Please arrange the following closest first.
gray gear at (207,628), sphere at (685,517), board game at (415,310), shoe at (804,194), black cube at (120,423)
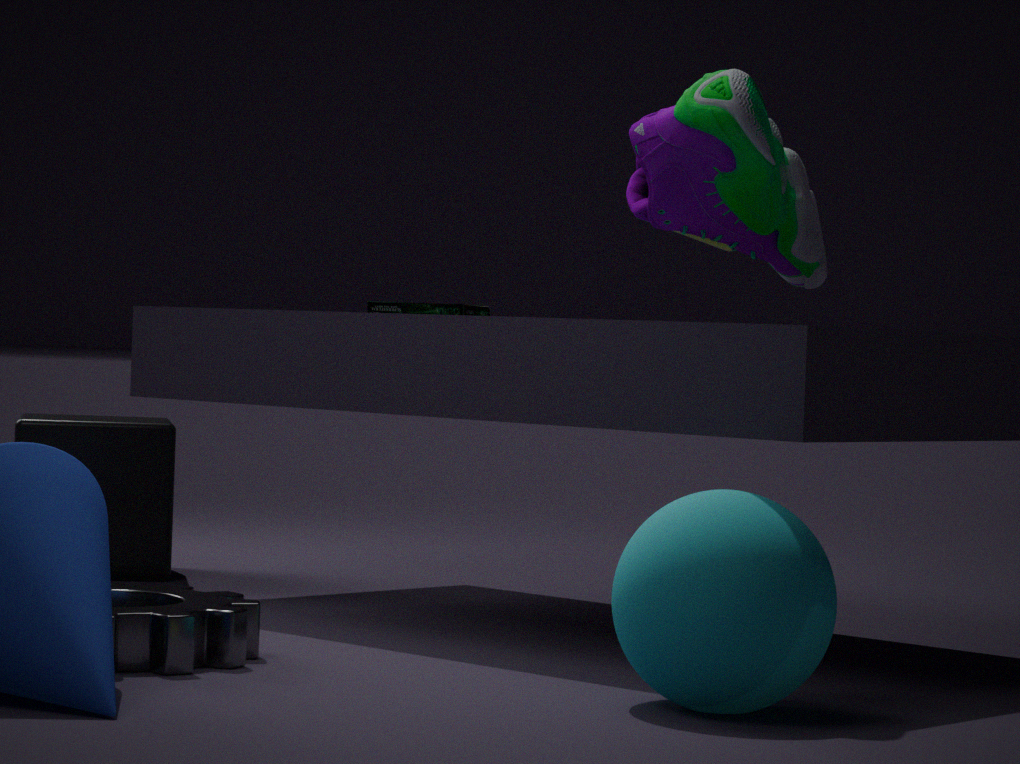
1. sphere at (685,517)
2. gray gear at (207,628)
3. shoe at (804,194)
4. board game at (415,310)
5. black cube at (120,423)
